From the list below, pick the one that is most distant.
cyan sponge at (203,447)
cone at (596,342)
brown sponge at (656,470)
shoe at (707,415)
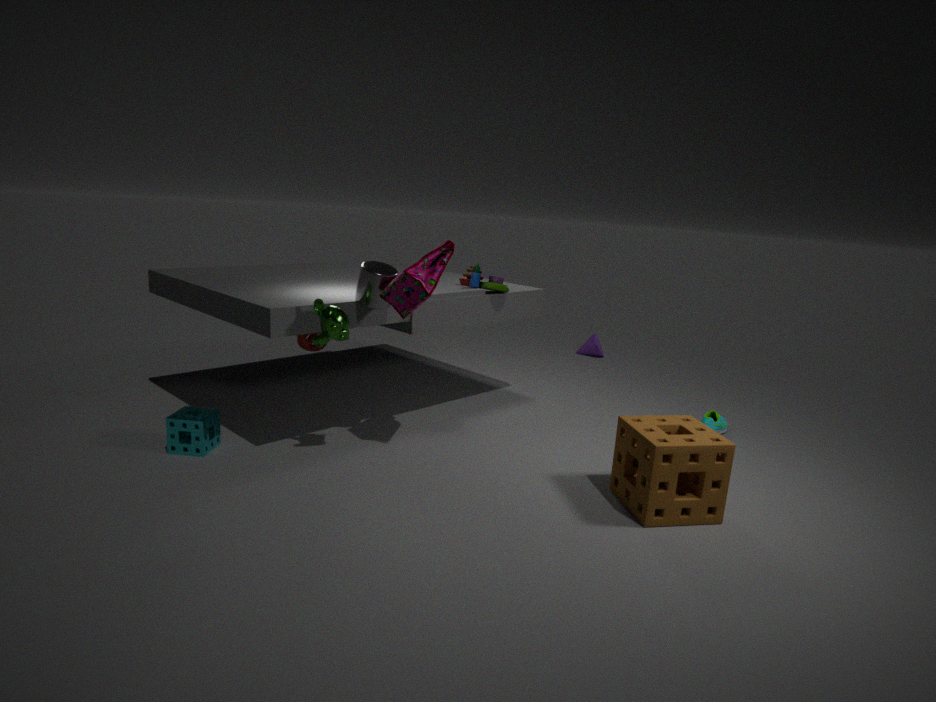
cone at (596,342)
